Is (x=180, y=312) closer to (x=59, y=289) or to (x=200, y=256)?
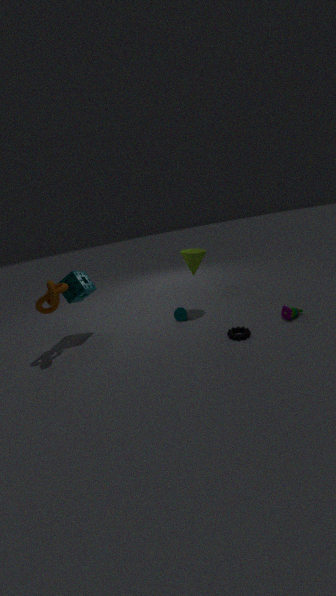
(x=200, y=256)
